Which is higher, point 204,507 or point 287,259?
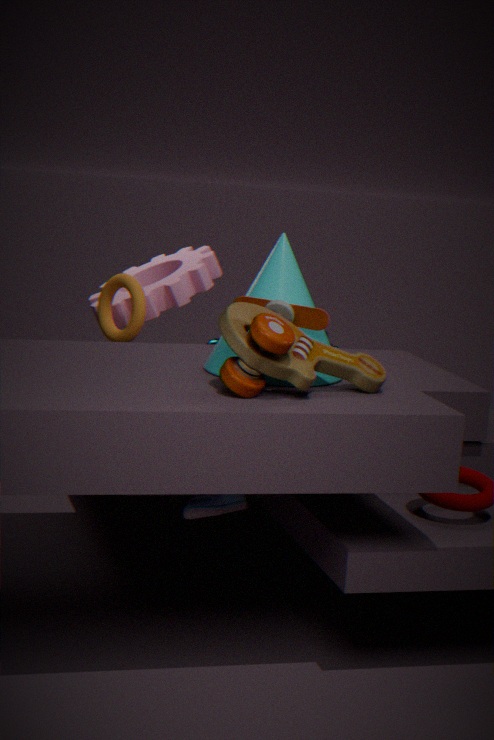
point 287,259
